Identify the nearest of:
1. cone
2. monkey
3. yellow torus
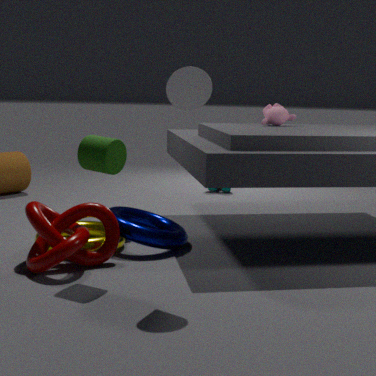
cone
